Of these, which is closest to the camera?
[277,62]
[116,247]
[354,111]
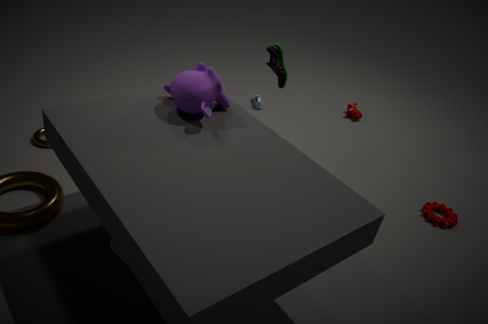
[116,247]
